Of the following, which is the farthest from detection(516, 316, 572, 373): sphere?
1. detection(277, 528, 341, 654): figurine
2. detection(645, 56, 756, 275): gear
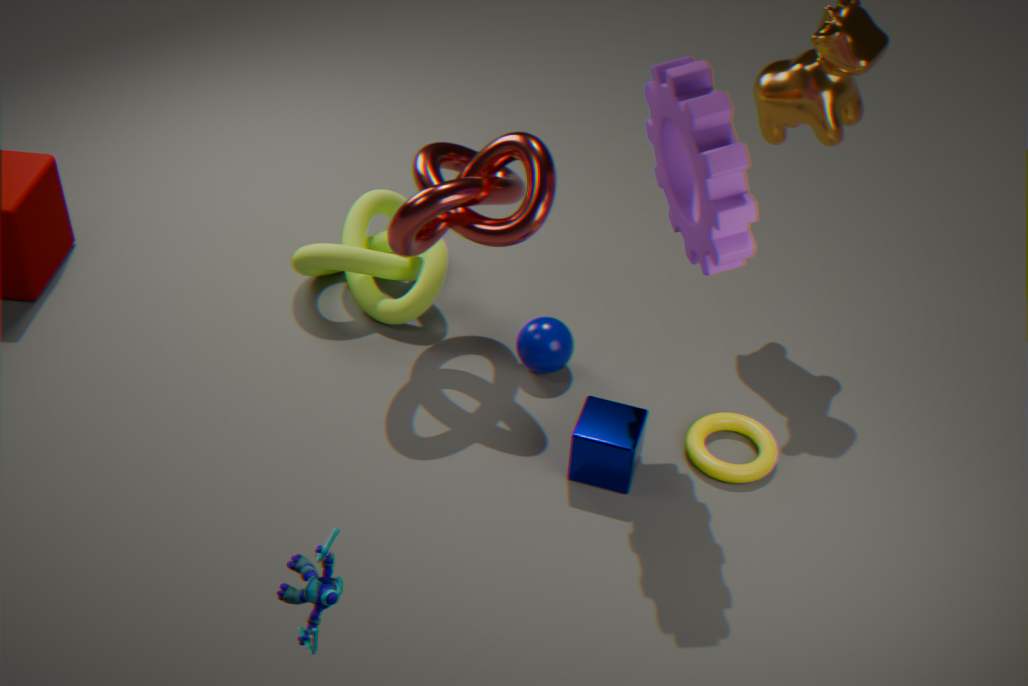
detection(277, 528, 341, 654): figurine
